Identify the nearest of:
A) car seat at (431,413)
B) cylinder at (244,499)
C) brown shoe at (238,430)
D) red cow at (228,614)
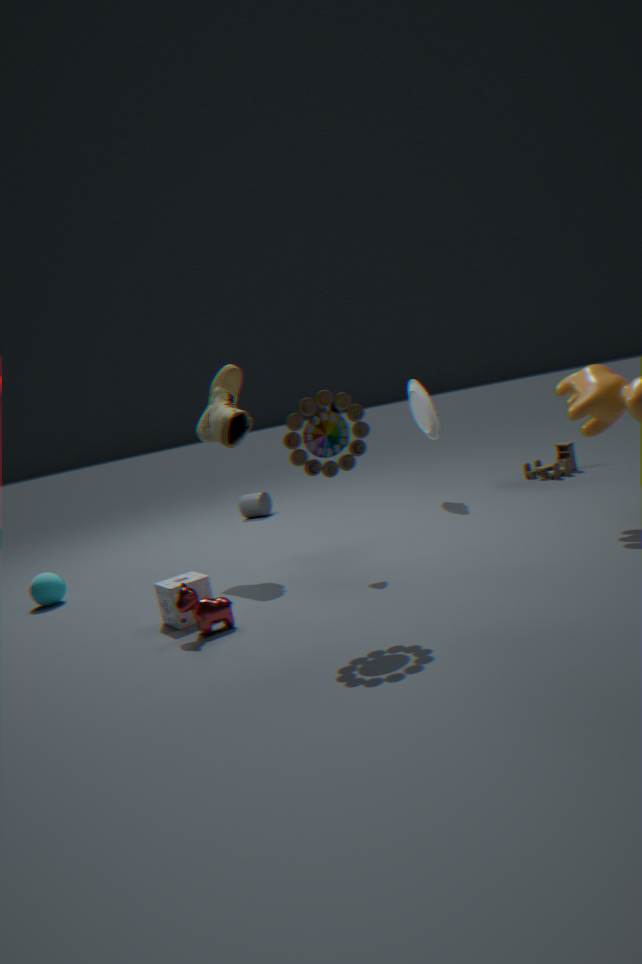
red cow at (228,614)
